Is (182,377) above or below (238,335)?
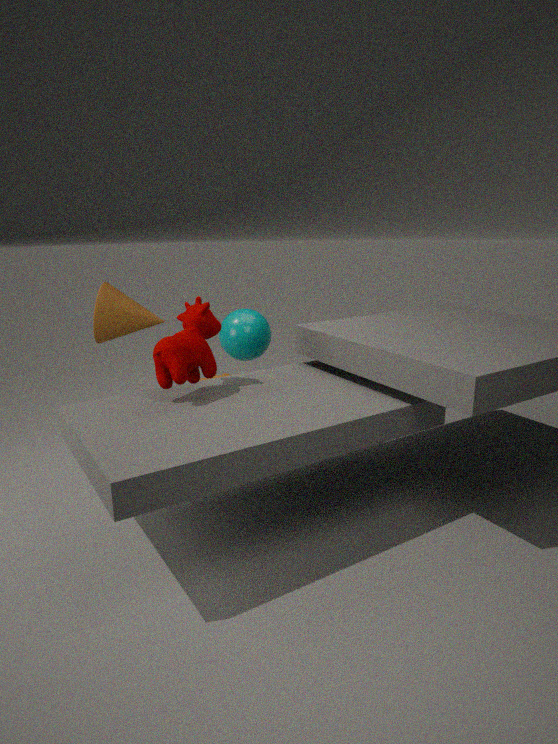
above
